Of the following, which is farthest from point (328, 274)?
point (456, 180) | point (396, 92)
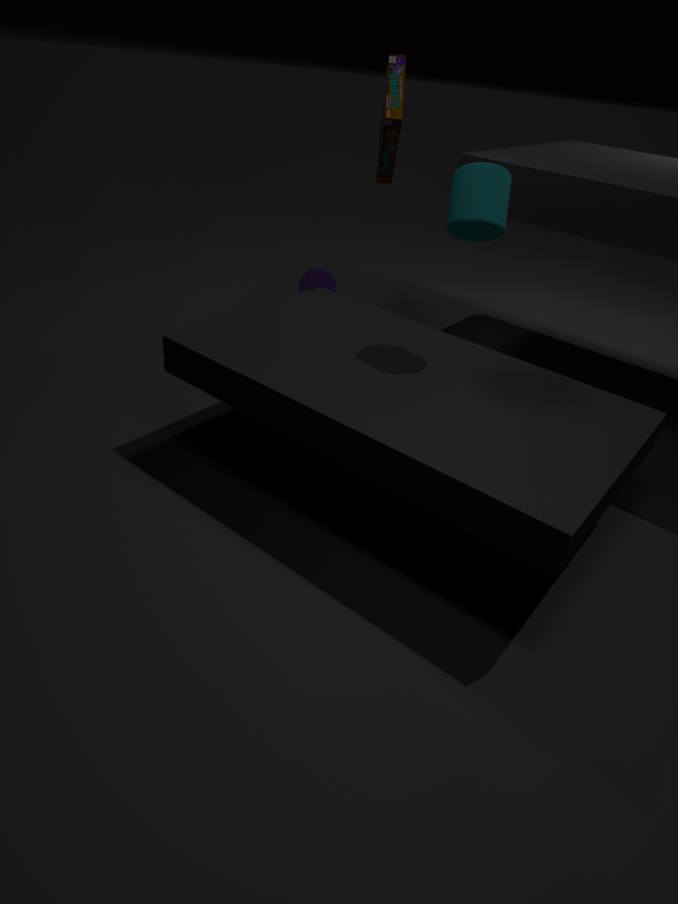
point (456, 180)
